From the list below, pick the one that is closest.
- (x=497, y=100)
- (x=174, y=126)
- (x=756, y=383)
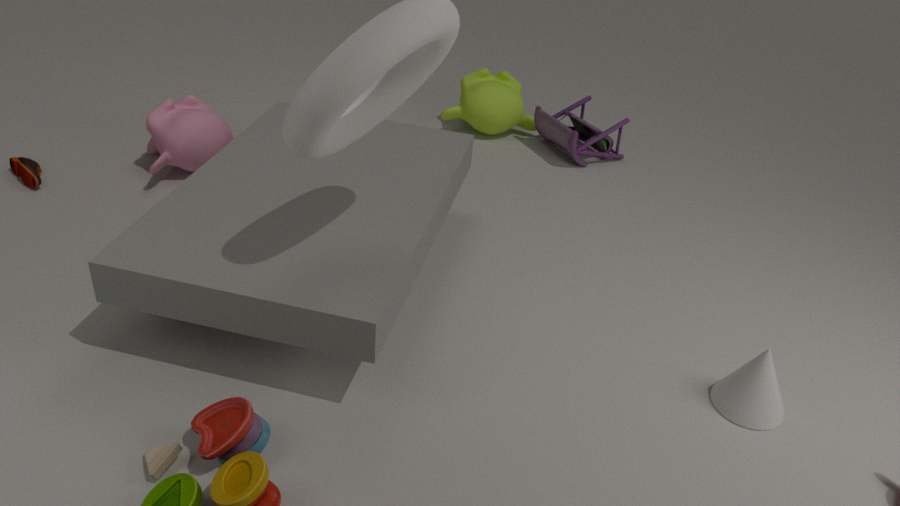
(x=756, y=383)
